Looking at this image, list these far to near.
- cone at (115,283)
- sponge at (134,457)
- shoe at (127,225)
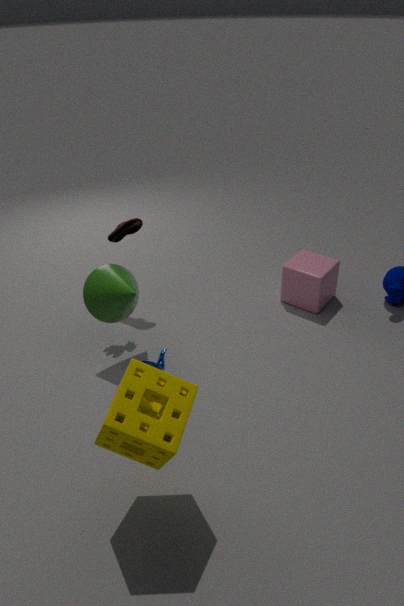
shoe at (127,225)
cone at (115,283)
sponge at (134,457)
